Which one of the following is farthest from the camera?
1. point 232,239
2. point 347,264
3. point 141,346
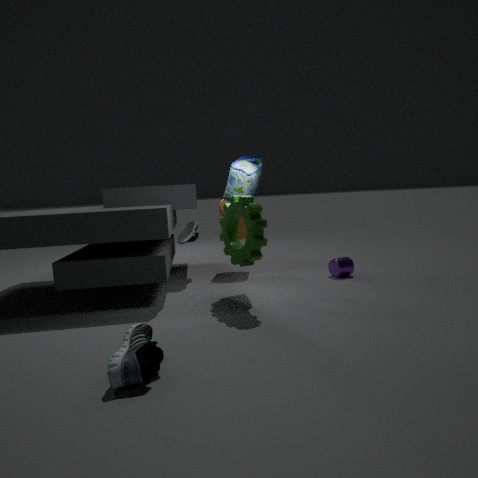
point 347,264
